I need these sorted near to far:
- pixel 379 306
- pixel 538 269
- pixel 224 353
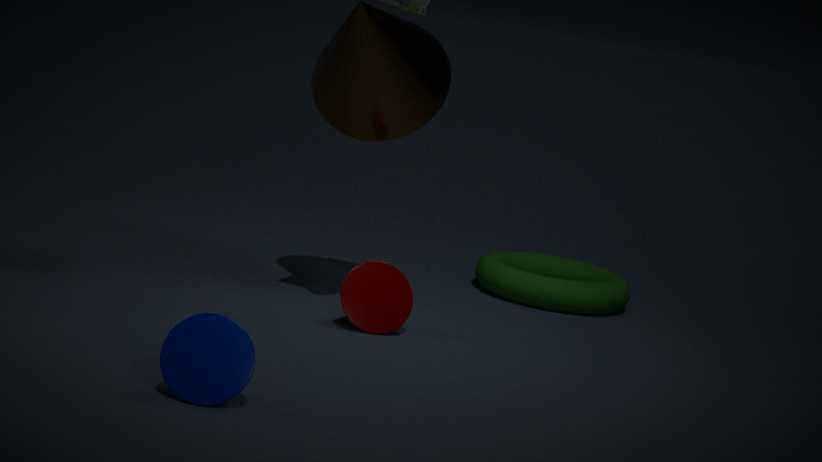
pixel 224 353, pixel 379 306, pixel 538 269
